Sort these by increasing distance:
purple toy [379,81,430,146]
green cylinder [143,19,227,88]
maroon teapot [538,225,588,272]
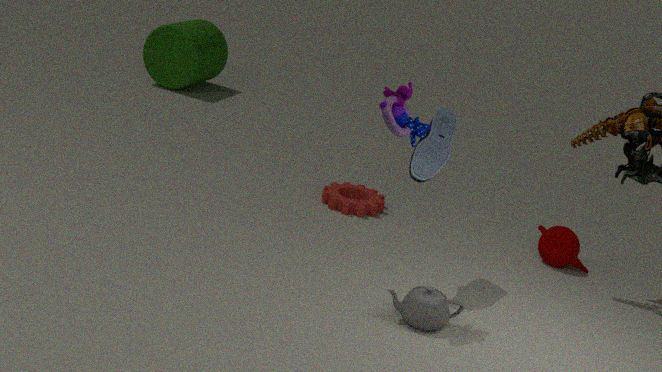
purple toy [379,81,430,146]
maroon teapot [538,225,588,272]
green cylinder [143,19,227,88]
